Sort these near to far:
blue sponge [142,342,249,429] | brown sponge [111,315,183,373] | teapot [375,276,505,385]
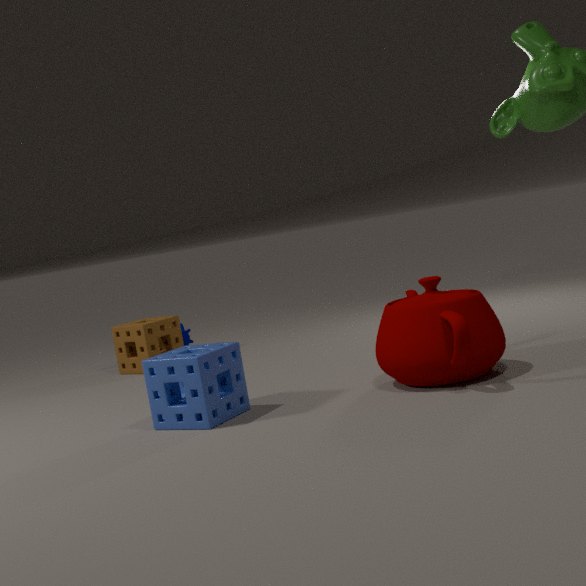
teapot [375,276,505,385], blue sponge [142,342,249,429], brown sponge [111,315,183,373]
